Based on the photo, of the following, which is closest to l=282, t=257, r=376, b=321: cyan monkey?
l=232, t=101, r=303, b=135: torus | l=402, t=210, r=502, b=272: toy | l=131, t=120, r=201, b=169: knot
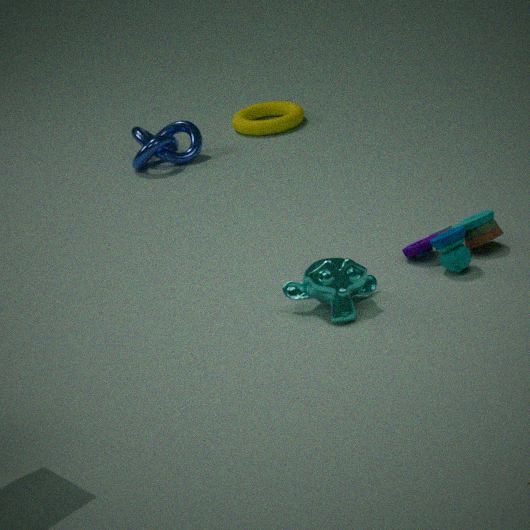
l=402, t=210, r=502, b=272: toy
